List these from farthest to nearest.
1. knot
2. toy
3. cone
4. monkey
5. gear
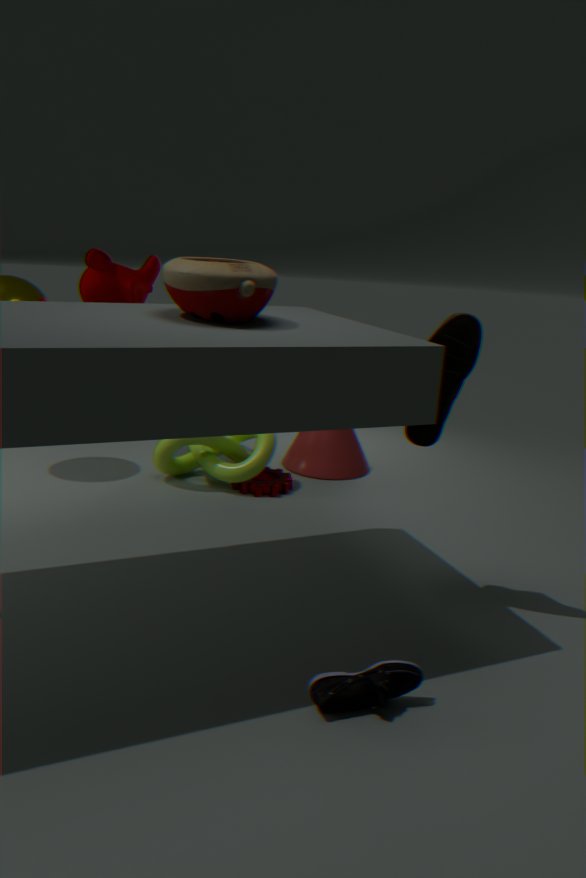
cone < monkey < gear < knot < toy
